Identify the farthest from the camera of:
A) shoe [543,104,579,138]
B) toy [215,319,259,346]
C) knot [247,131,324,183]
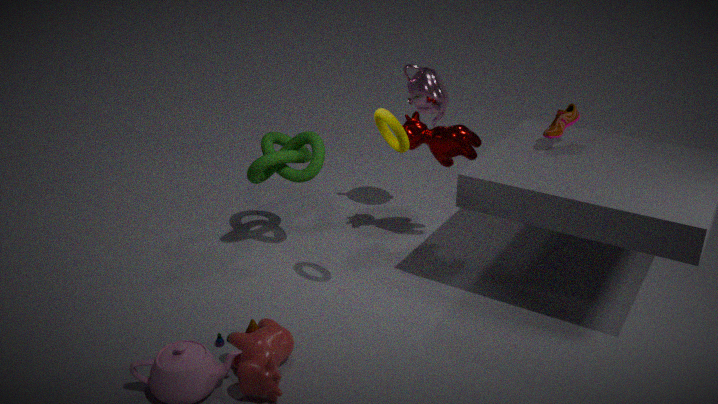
knot [247,131,324,183]
